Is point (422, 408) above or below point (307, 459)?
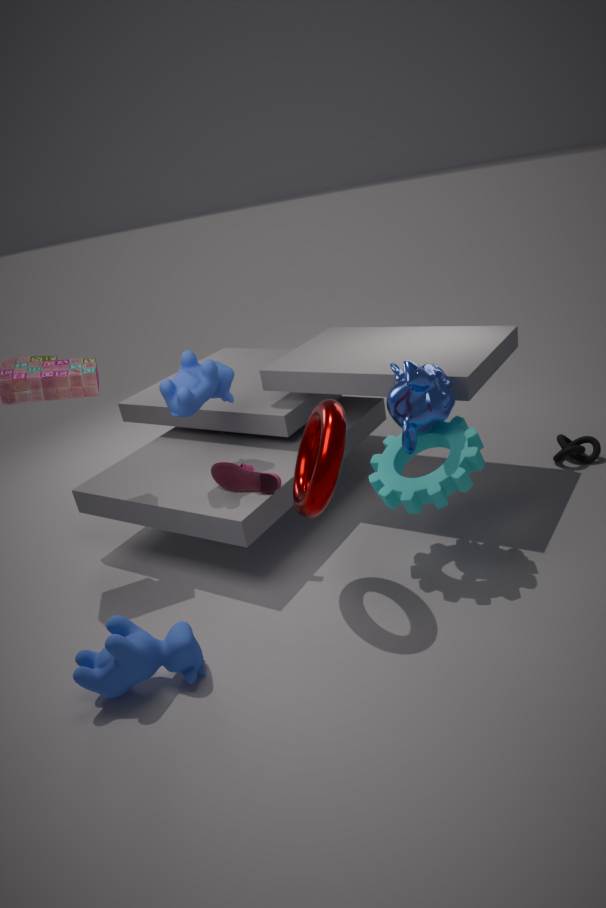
above
